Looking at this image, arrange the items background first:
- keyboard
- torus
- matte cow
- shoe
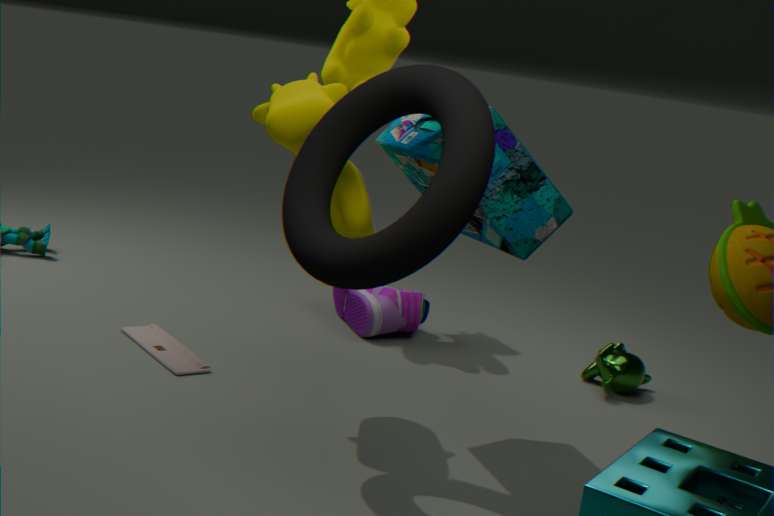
shoe, keyboard, matte cow, torus
